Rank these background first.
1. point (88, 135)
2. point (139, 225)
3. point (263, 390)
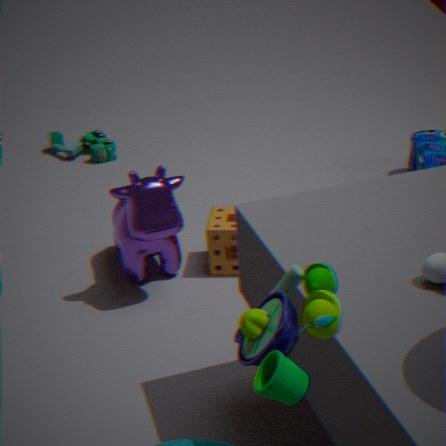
point (88, 135) → point (139, 225) → point (263, 390)
